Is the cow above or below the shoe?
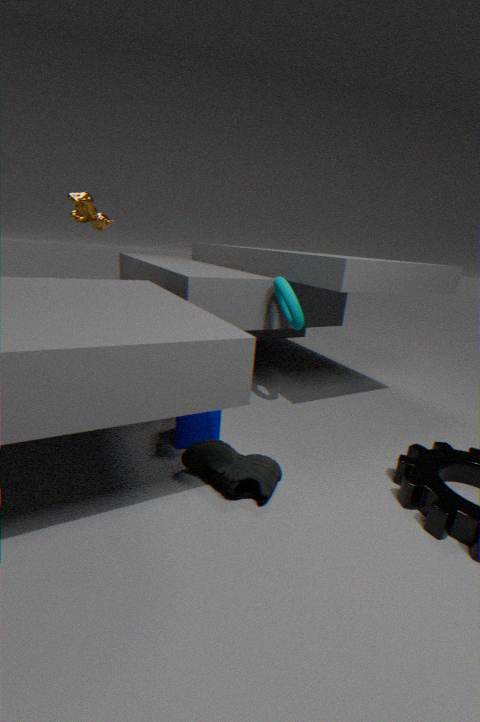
above
